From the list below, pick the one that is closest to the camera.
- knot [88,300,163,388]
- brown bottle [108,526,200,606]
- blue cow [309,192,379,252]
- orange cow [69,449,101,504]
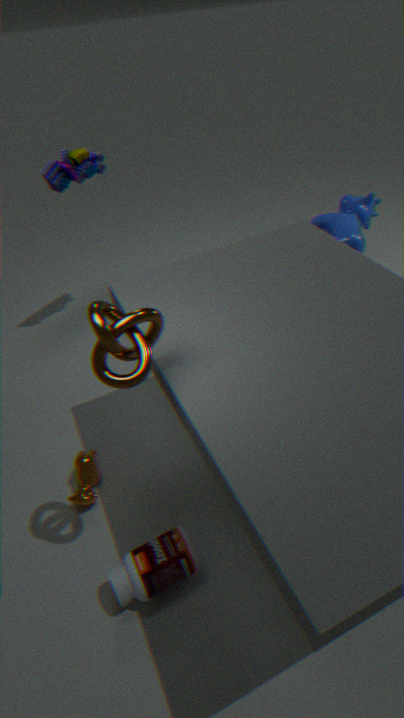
knot [88,300,163,388]
